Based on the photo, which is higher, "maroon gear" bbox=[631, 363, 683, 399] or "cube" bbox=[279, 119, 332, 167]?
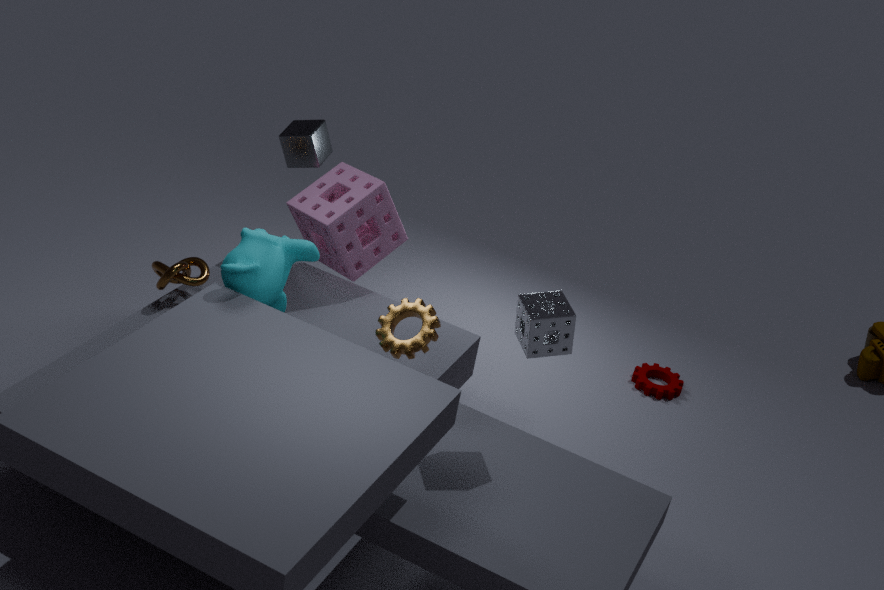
"cube" bbox=[279, 119, 332, 167]
